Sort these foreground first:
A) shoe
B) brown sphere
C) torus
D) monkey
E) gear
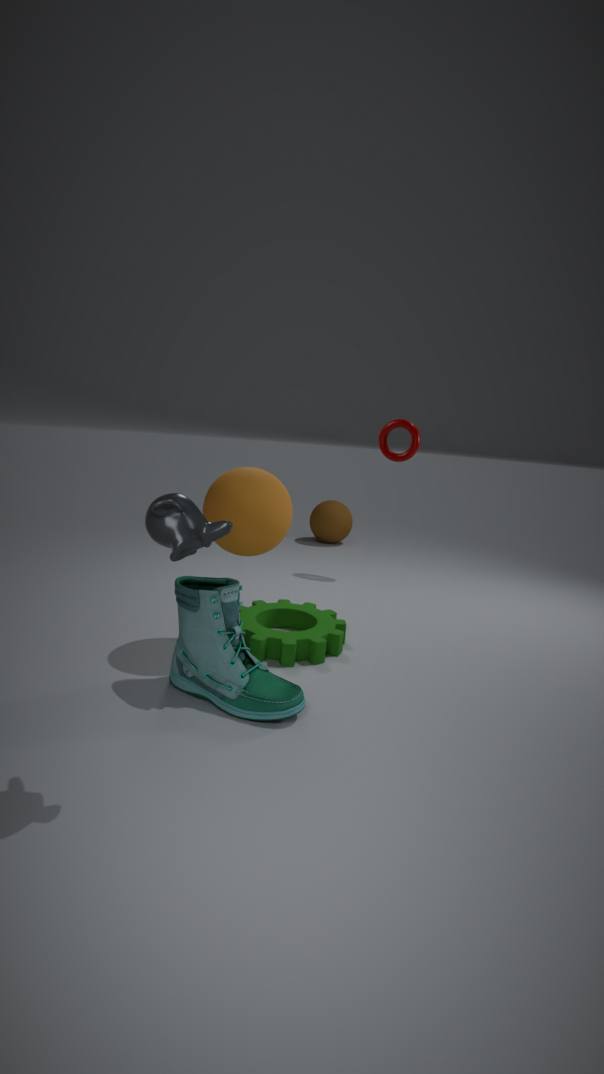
monkey
shoe
gear
torus
brown sphere
